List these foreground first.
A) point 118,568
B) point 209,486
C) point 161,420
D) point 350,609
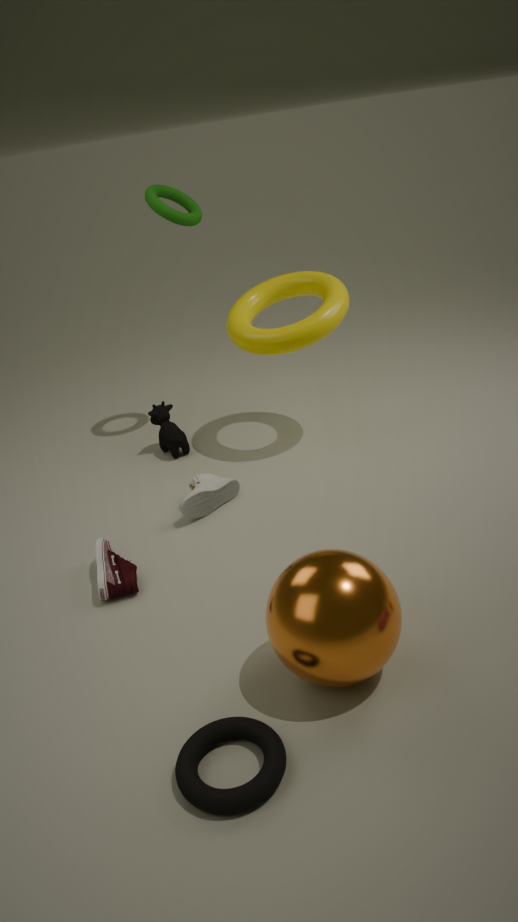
point 350,609, point 118,568, point 209,486, point 161,420
